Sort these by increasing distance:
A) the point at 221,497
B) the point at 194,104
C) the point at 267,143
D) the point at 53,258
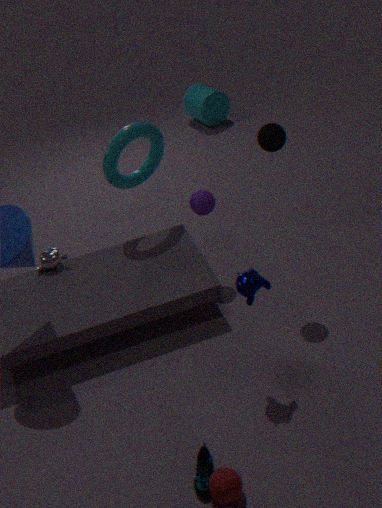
the point at 221,497 < the point at 267,143 < the point at 53,258 < the point at 194,104
